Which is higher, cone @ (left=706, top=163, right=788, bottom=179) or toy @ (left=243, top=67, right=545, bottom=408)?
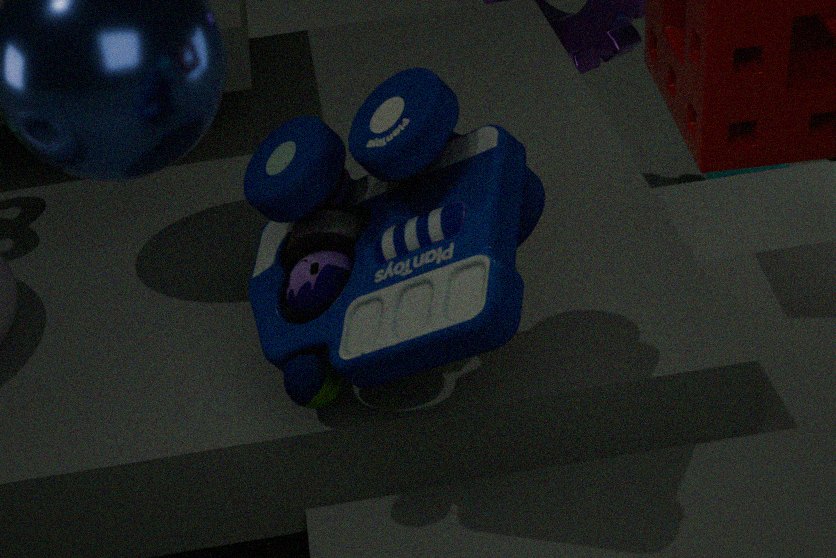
toy @ (left=243, top=67, right=545, bottom=408)
